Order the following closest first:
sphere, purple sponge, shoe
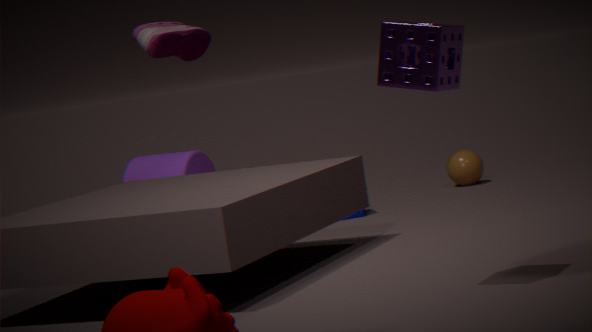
purple sponge, shoe, sphere
